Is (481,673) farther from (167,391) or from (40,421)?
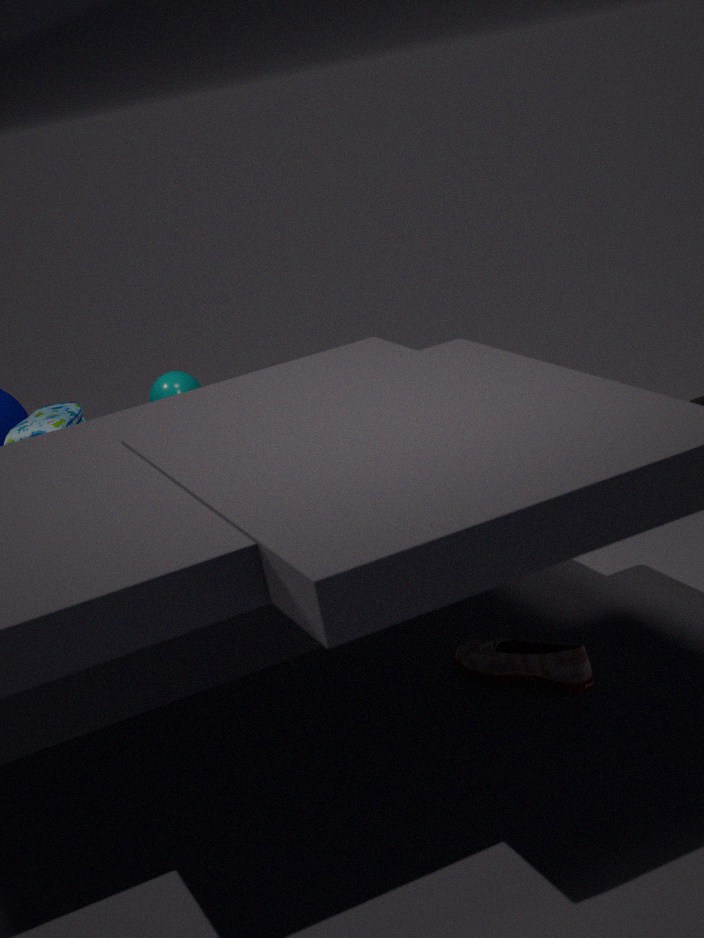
(167,391)
